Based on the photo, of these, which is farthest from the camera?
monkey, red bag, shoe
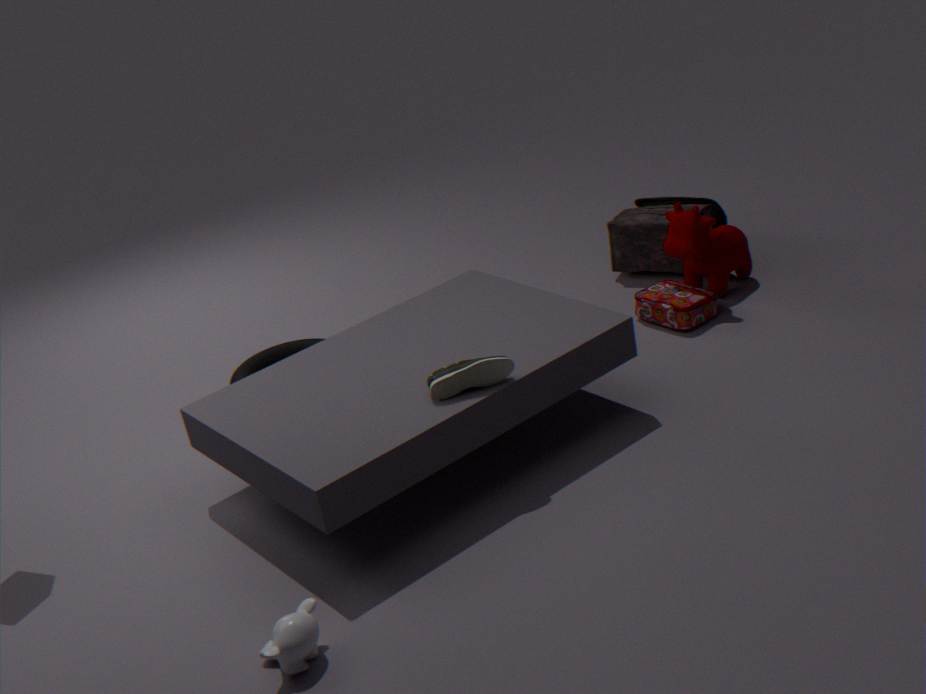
red bag
